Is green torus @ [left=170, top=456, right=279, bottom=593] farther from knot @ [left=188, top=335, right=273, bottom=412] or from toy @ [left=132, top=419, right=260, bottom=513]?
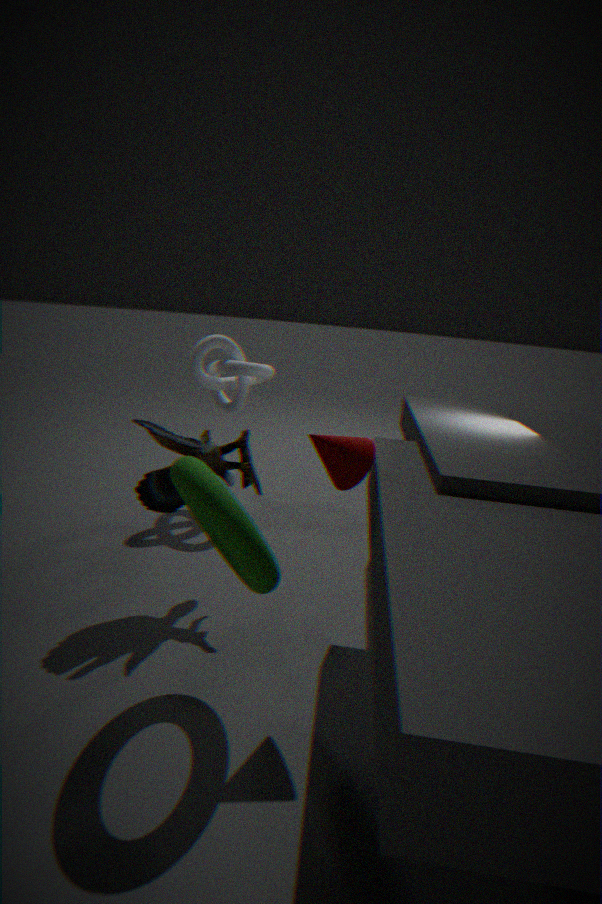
knot @ [left=188, top=335, right=273, bottom=412]
